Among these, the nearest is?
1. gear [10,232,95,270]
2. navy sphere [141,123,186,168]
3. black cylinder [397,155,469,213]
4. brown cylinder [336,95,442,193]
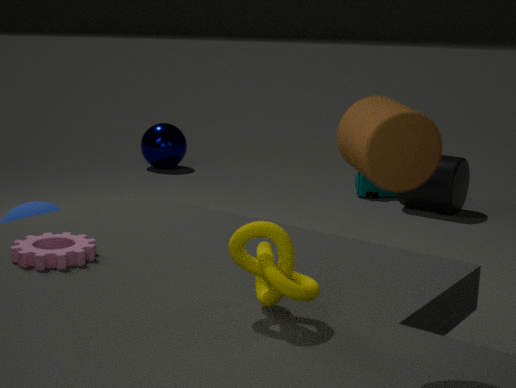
brown cylinder [336,95,442,193]
